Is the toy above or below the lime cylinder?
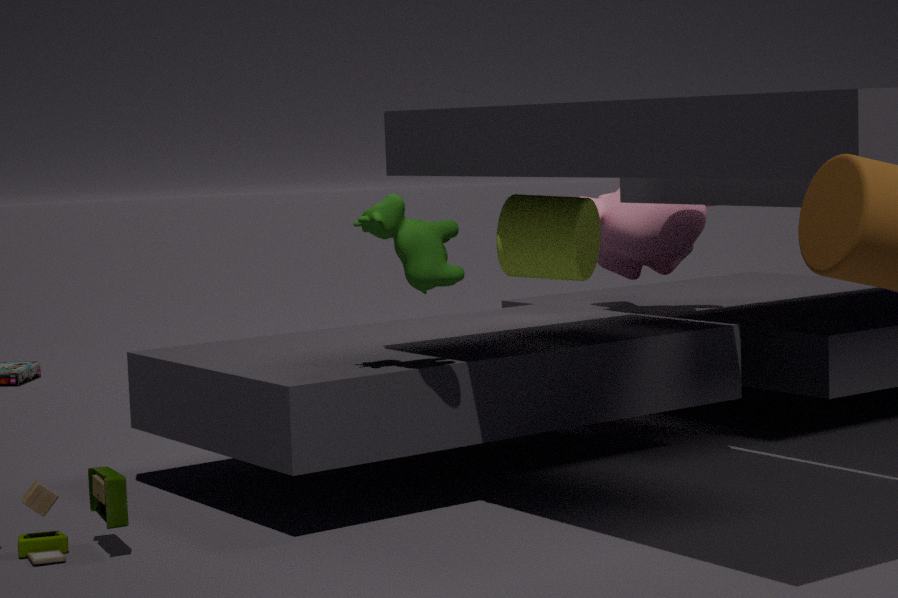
below
